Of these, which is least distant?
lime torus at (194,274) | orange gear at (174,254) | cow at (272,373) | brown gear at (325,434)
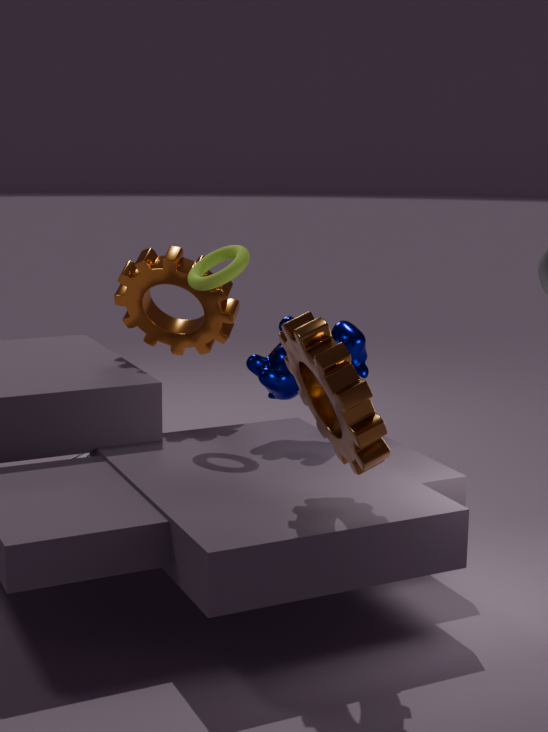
brown gear at (325,434)
